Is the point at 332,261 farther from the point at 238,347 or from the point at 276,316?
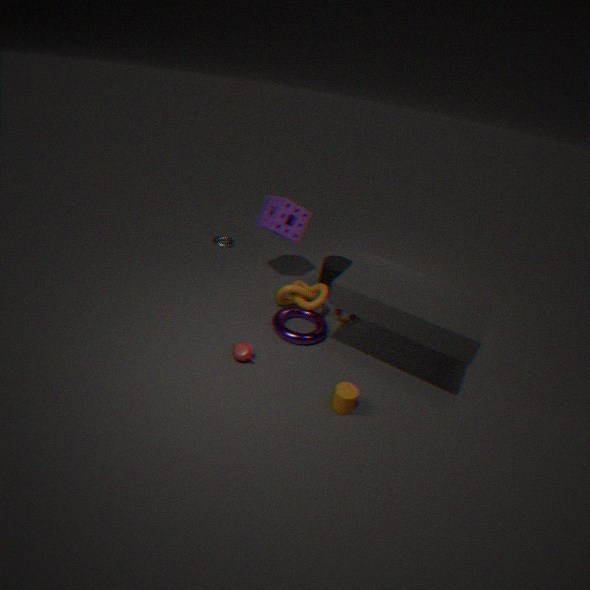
the point at 238,347
